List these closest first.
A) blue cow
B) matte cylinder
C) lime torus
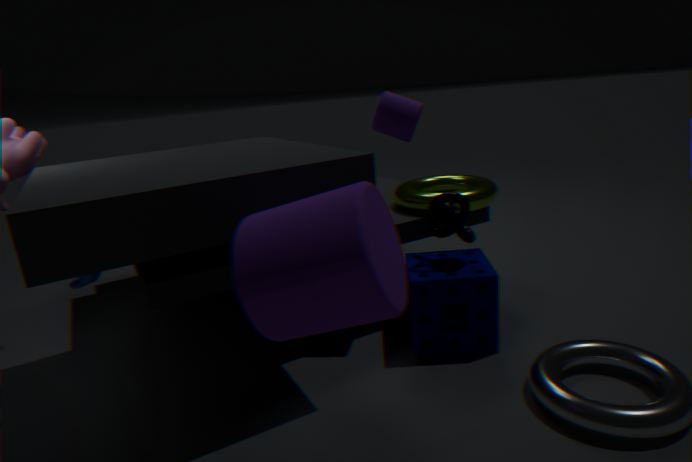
1. matte cylinder
2. blue cow
3. lime torus
